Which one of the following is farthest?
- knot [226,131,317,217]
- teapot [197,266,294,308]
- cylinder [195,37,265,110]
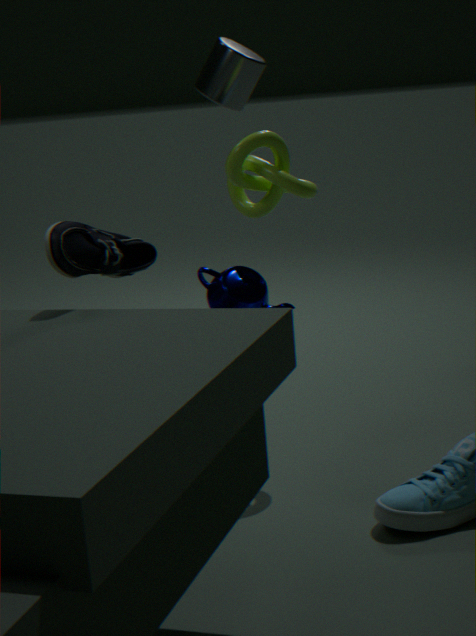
cylinder [195,37,265,110]
